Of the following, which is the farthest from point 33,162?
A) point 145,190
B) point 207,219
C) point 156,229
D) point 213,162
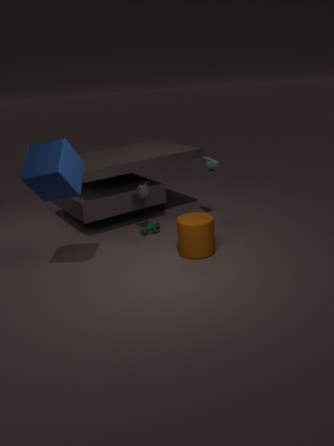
point 213,162
